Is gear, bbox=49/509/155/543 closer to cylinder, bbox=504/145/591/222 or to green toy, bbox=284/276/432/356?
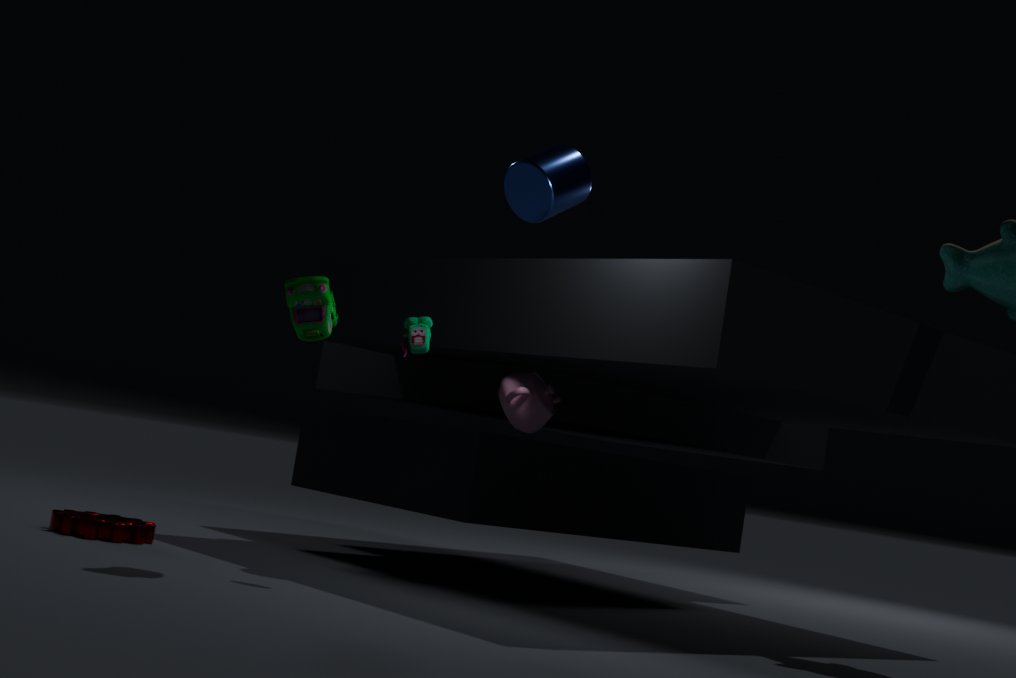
green toy, bbox=284/276/432/356
